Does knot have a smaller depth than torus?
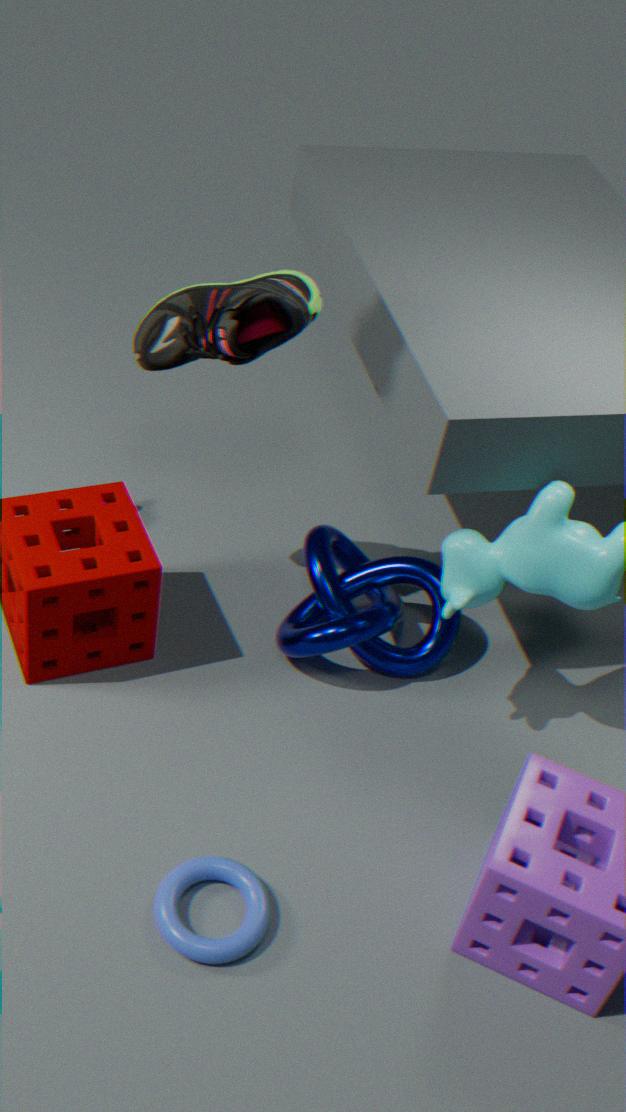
No
